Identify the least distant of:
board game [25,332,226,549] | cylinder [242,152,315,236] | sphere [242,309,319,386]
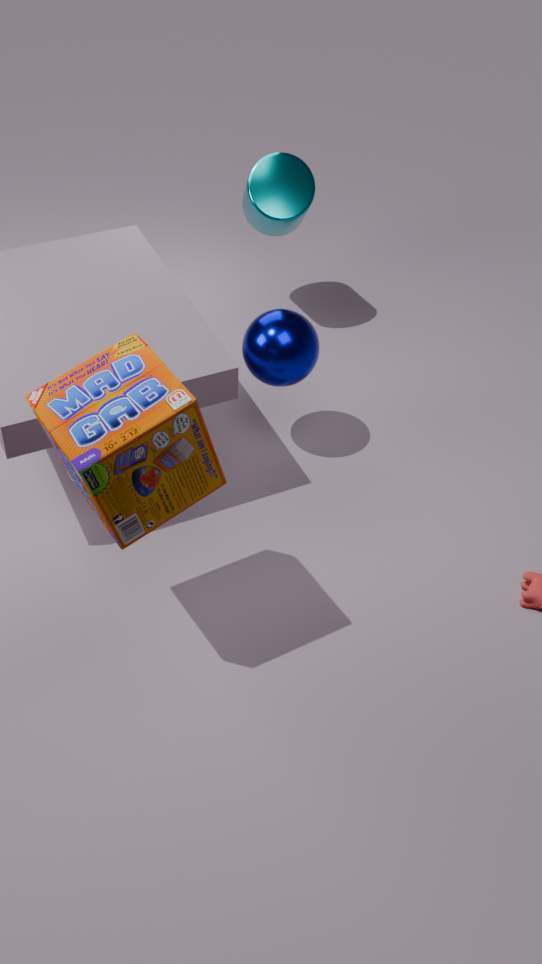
A: board game [25,332,226,549]
